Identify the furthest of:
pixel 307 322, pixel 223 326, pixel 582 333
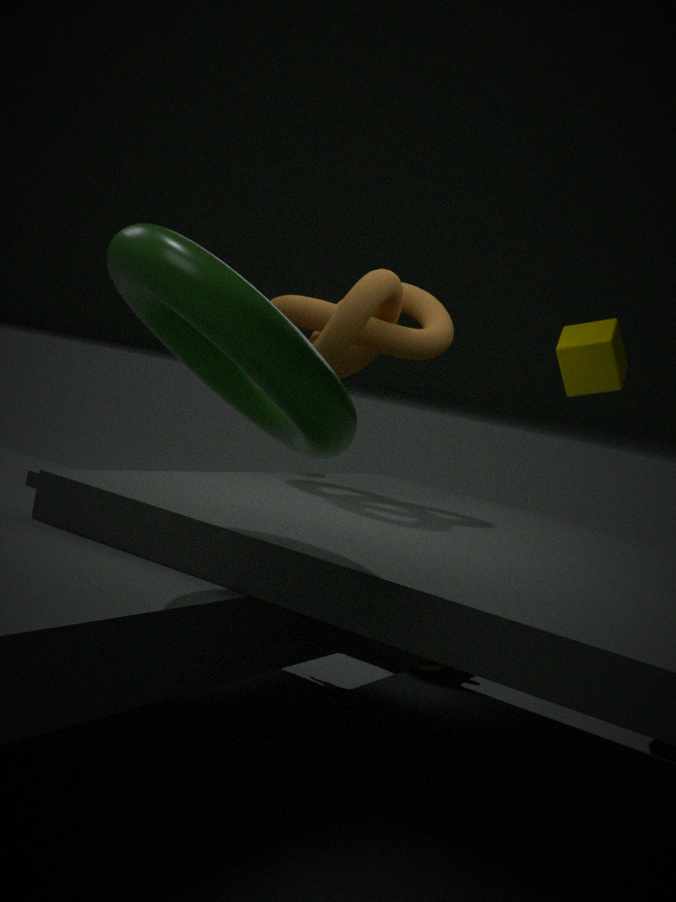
pixel 582 333
